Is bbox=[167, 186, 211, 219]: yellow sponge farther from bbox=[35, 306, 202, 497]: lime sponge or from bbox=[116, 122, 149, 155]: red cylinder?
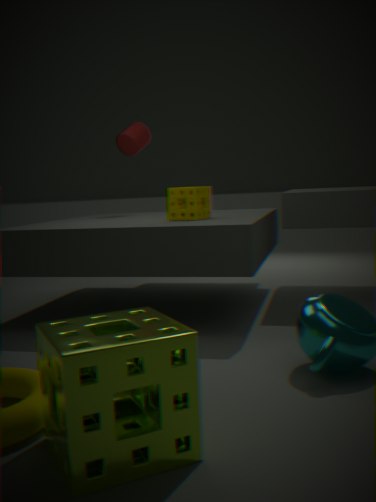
bbox=[35, 306, 202, 497]: lime sponge
